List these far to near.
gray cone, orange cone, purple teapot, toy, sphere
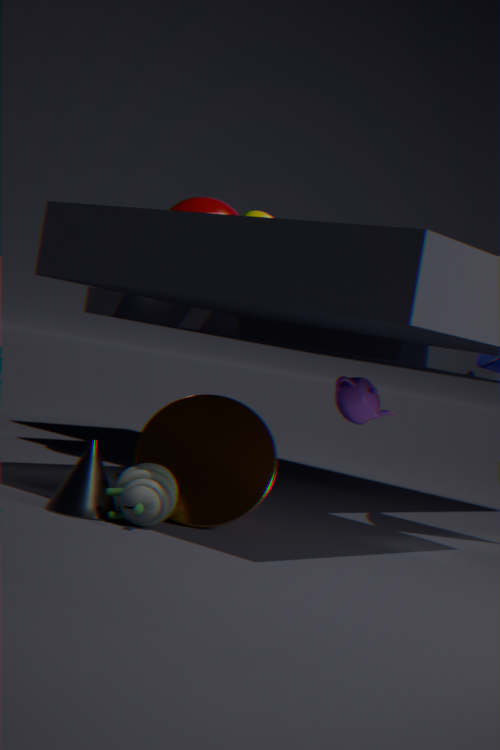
1. sphere
2. purple teapot
3. orange cone
4. gray cone
5. toy
